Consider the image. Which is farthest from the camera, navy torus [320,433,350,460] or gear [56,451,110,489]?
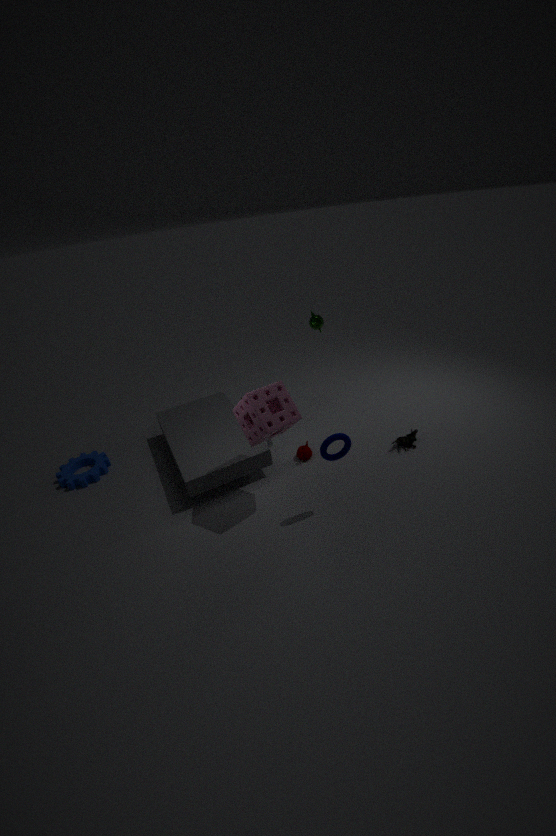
gear [56,451,110,489]
